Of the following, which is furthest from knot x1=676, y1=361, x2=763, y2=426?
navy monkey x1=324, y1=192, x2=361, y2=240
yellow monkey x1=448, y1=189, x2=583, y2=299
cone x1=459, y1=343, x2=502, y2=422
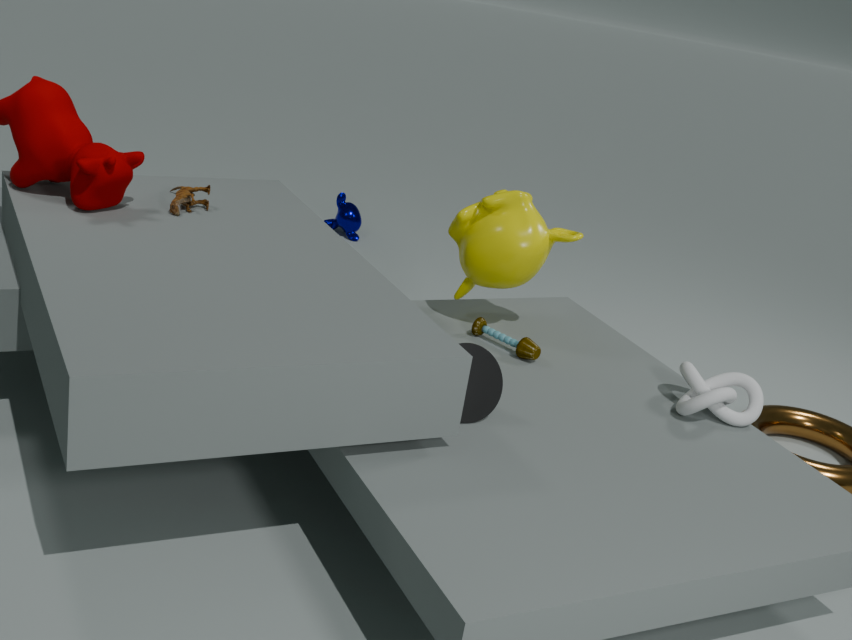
navy monkey x1=324, y1=192, x2=361, y2=240
